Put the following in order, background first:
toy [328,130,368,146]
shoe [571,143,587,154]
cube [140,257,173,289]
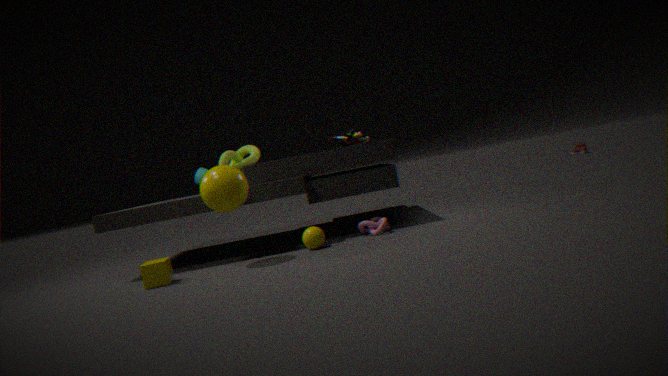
1. shoe [571,143,587,154]
2. toy [328,130,368,146]
3. cube [140,257,173,289]
